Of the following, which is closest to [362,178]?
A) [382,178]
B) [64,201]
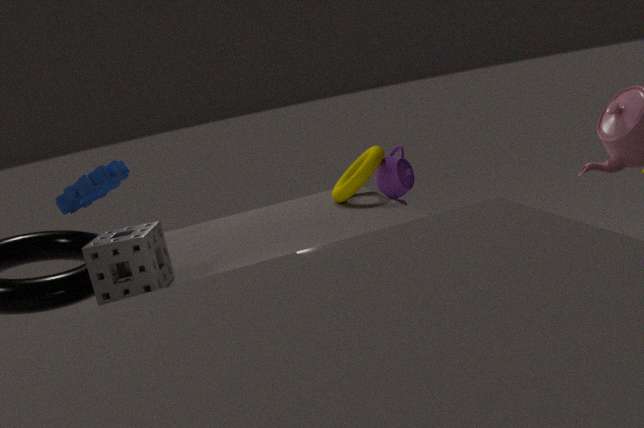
[382,178]
